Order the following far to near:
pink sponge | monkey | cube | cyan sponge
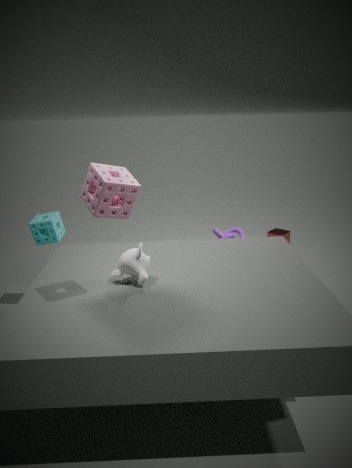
cube → cyan sponge → monkey → pink sponge
